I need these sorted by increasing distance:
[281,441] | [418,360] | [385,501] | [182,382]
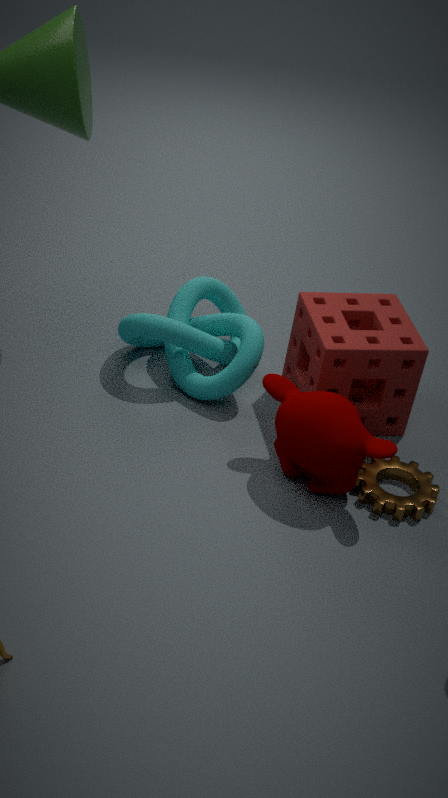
[281,441]
[385,501]
[418,360]
[182,382]
